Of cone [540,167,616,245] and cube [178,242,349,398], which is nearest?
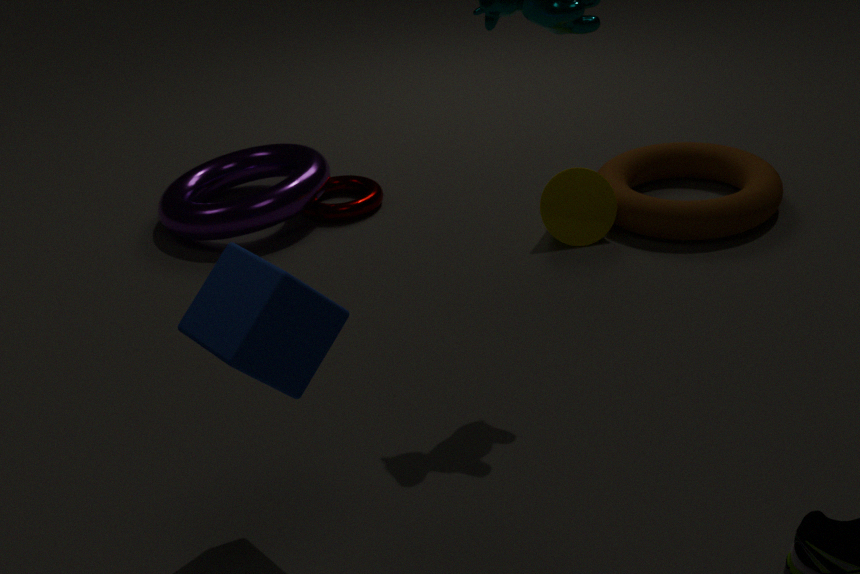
cube [178,242,349,398]
